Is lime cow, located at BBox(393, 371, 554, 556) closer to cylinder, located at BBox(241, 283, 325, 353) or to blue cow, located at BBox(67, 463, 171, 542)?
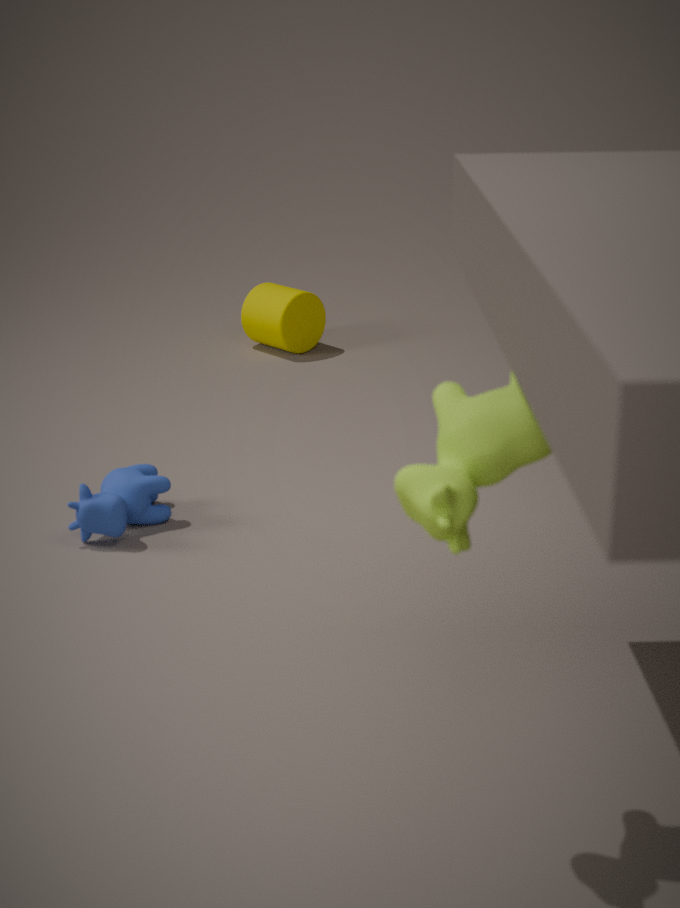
blue cow, located at BBox(67, 463, 171, 542)
